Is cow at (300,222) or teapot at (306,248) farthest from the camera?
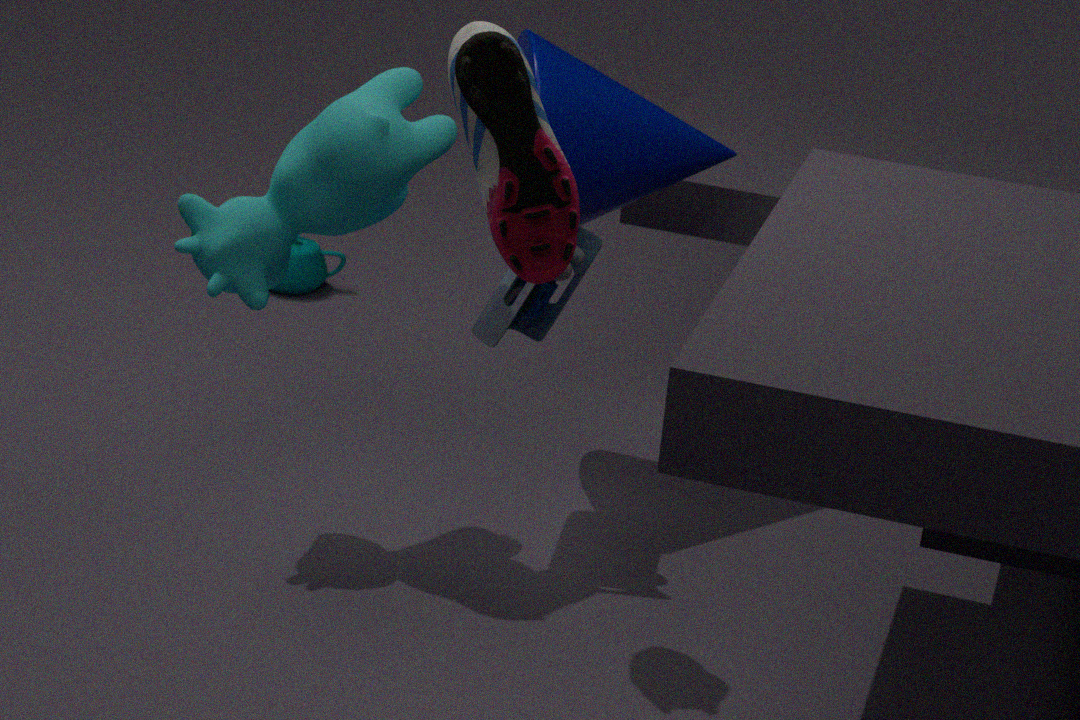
teapot at (306,248)
